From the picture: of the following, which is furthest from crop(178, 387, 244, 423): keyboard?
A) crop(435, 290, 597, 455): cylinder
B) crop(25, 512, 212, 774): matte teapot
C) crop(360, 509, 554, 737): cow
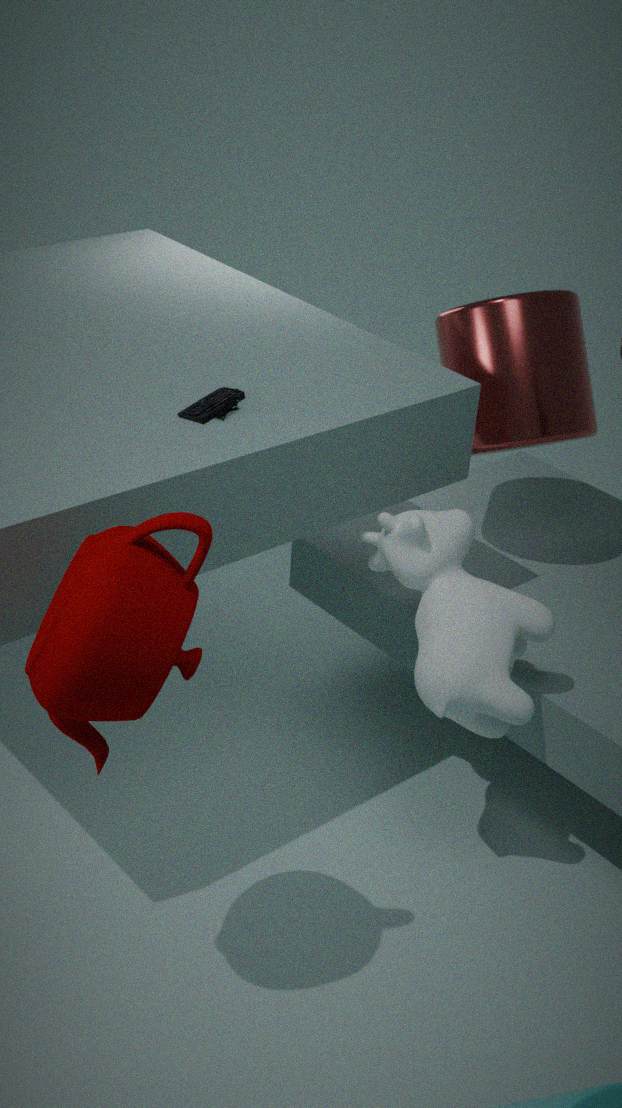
crop(435, 290, 597, 455): cylinder
